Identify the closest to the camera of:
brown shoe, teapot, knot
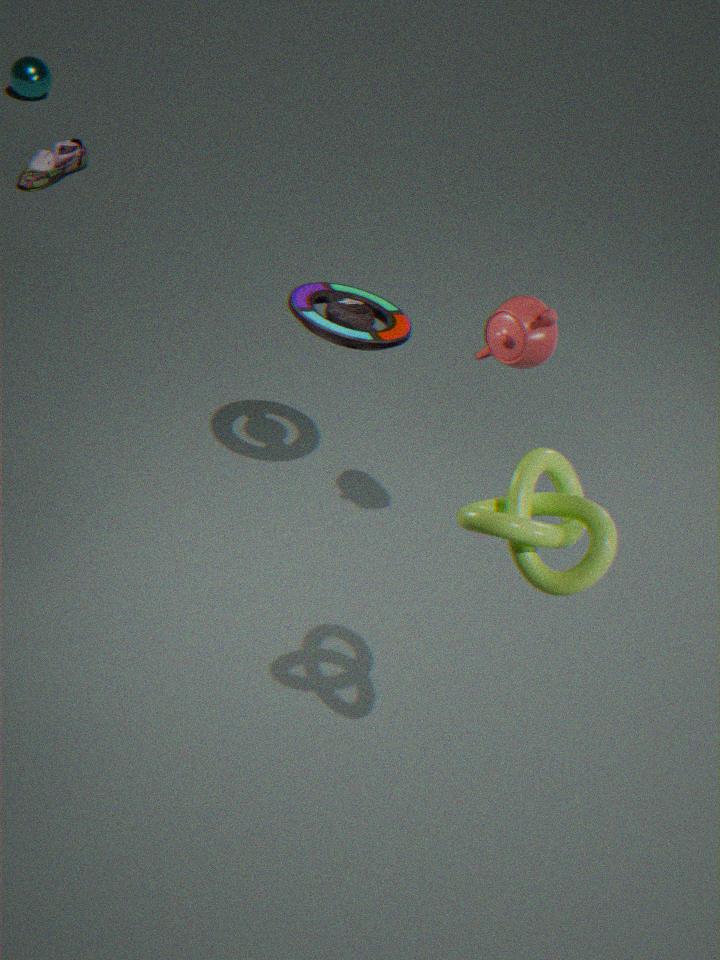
knot
